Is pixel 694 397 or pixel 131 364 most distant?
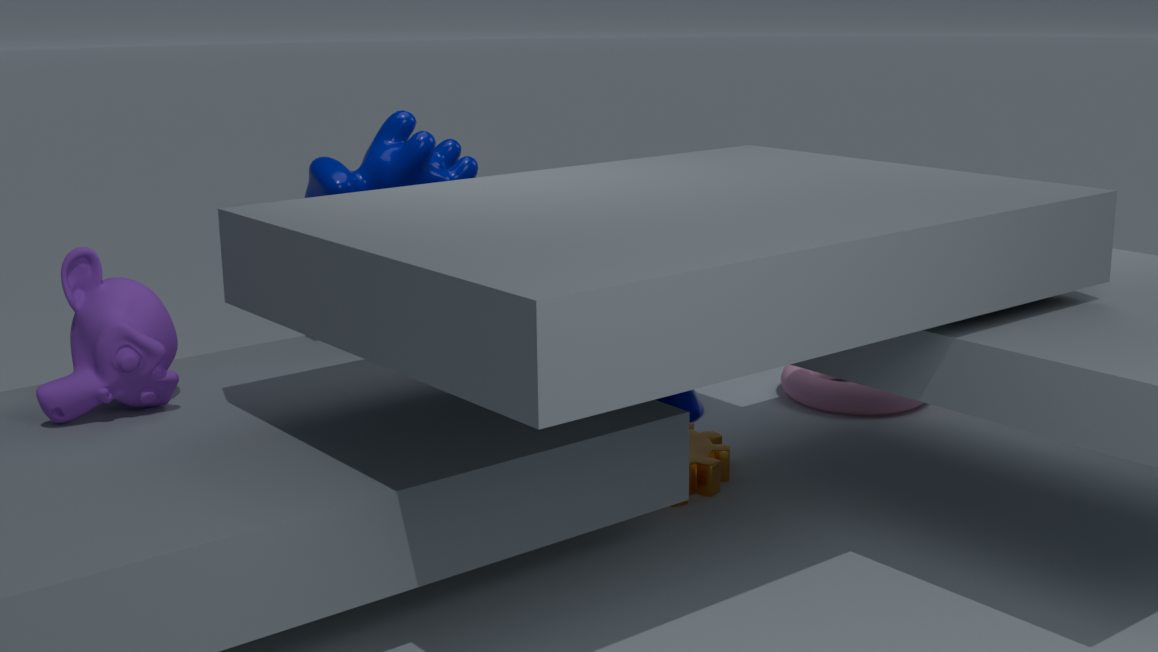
pixel 694 397
